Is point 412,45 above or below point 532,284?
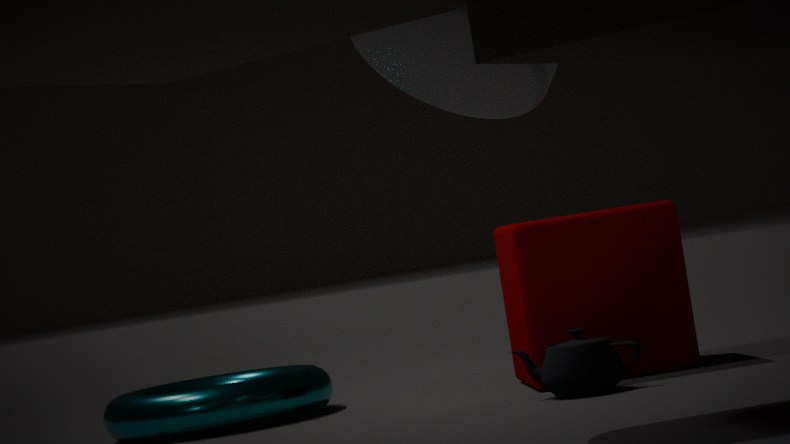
above
